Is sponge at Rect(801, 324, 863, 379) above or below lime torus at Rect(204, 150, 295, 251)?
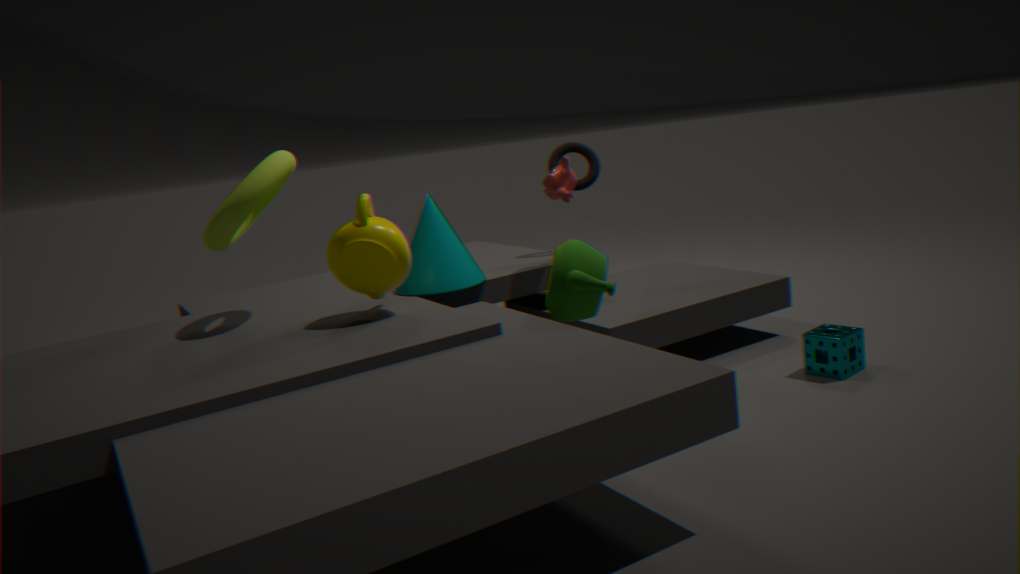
below
